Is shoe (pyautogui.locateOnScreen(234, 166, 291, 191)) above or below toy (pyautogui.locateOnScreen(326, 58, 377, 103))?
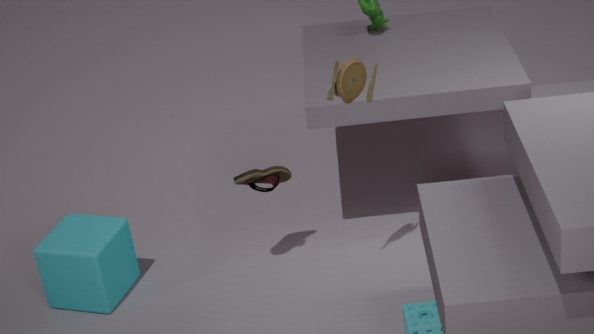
below
